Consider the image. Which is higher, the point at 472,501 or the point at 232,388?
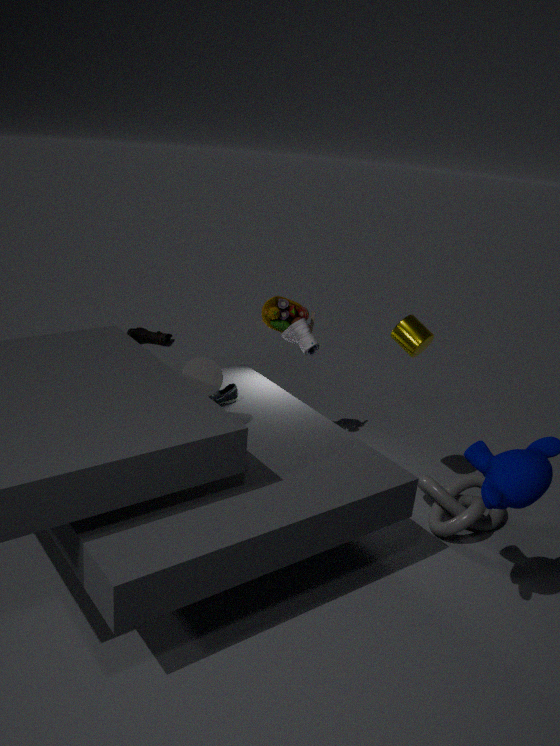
the point at 232,388
